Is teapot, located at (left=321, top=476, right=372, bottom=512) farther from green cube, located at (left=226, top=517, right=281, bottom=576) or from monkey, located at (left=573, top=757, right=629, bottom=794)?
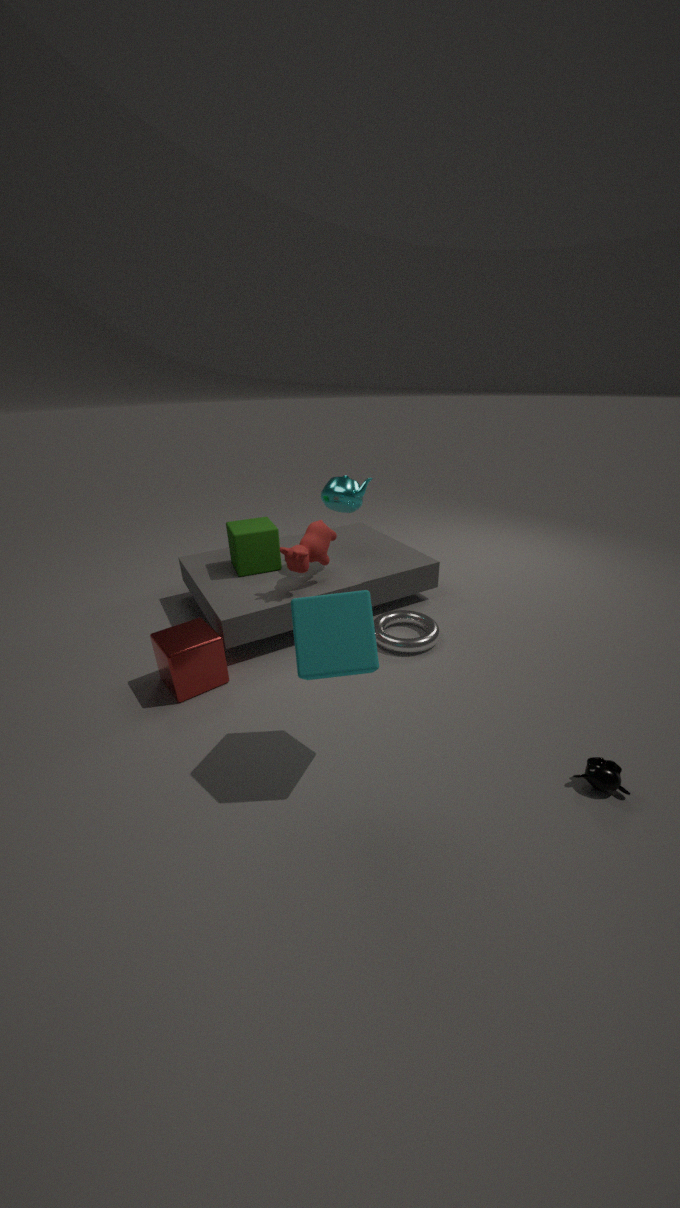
Result: monkey, located at (left=573, top=757, right=629, bottom=794)
